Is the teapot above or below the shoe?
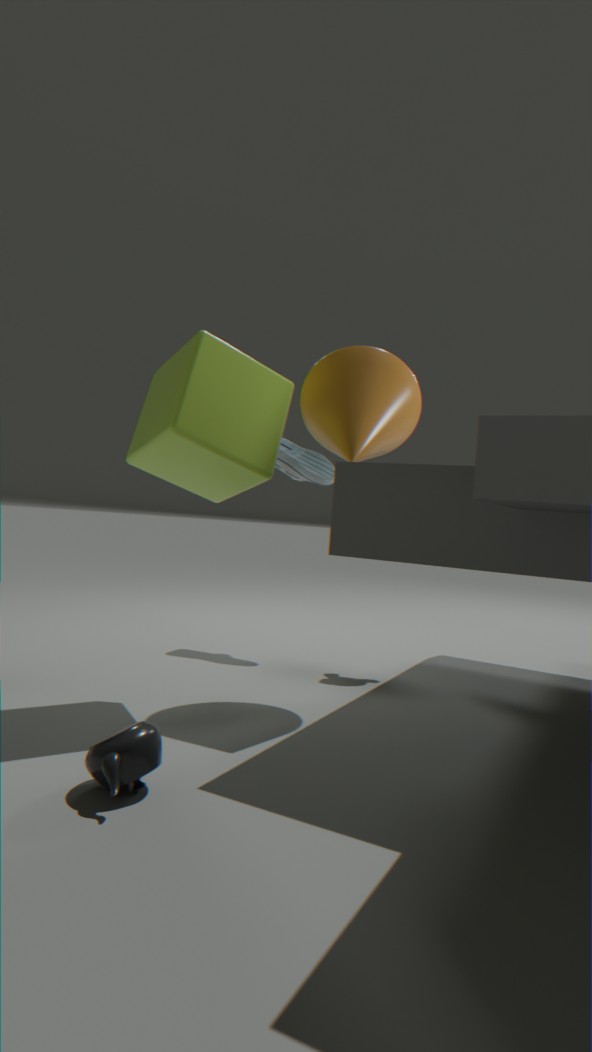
below
